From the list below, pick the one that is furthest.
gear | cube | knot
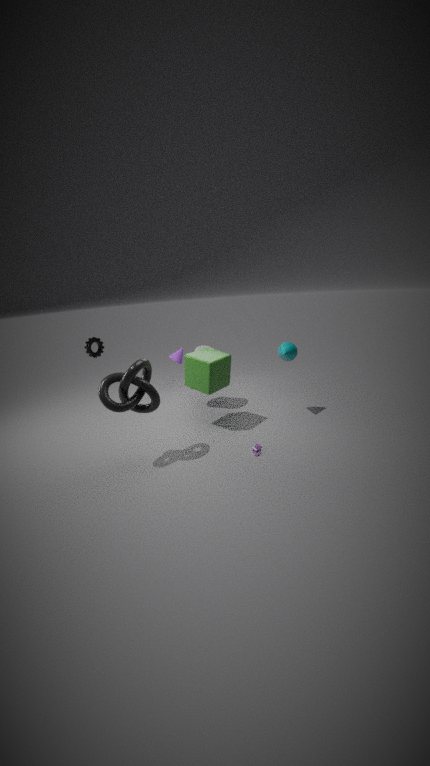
gear
